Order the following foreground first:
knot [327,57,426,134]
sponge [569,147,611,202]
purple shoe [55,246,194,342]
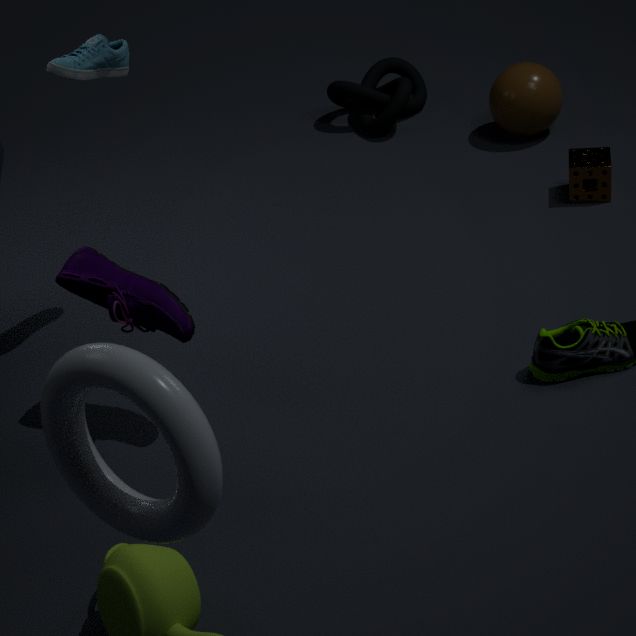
purple shoe [55,246,194,342], sponge [569,147,611,202], knot [327,57,426,134]
